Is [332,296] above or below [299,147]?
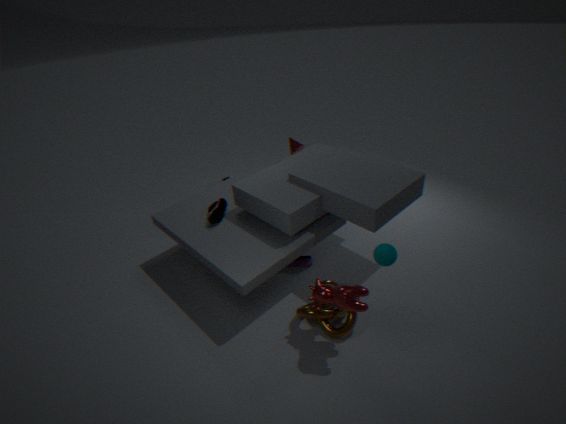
below
